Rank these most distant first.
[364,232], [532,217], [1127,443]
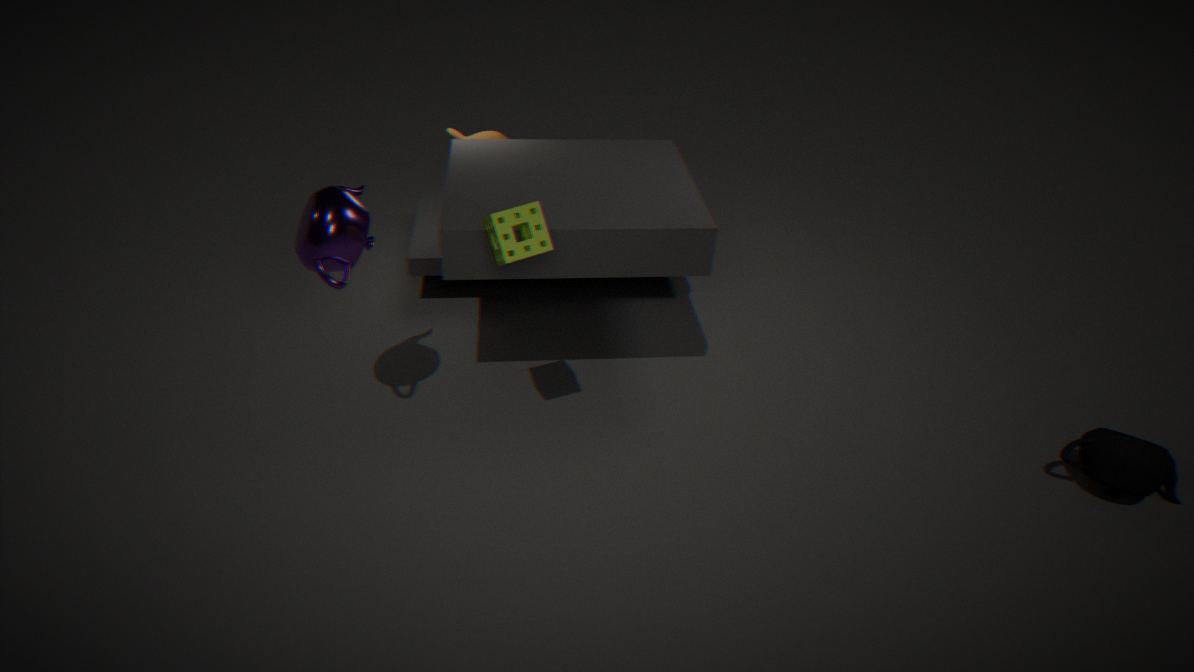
[1127,443] → [364,232] → [532,217]
